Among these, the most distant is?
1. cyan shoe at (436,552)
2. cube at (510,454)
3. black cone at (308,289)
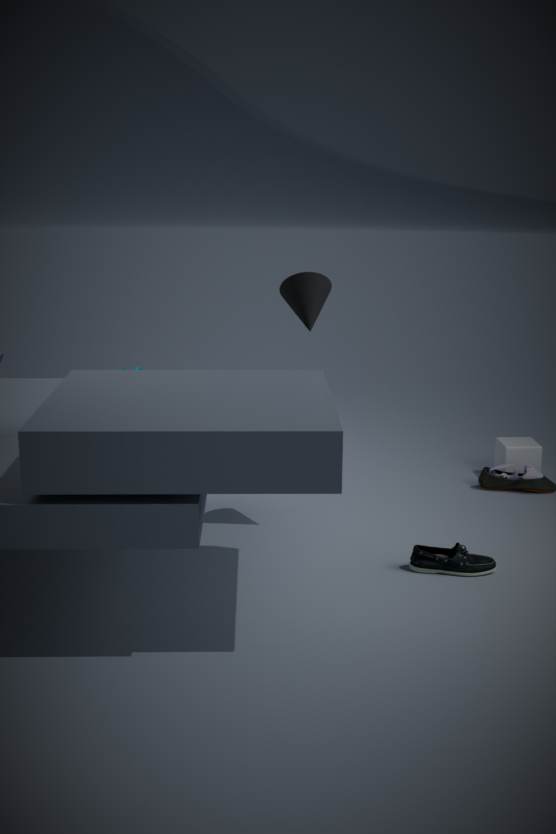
cube at (510,454)
